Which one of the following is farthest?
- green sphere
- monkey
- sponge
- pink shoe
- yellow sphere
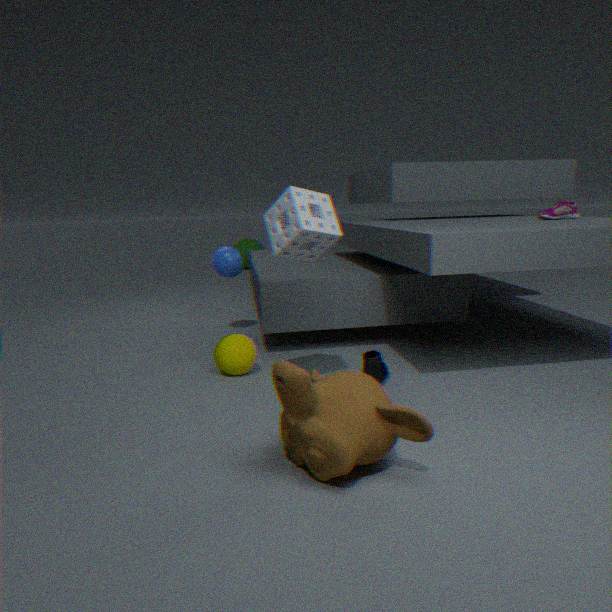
green sphere
